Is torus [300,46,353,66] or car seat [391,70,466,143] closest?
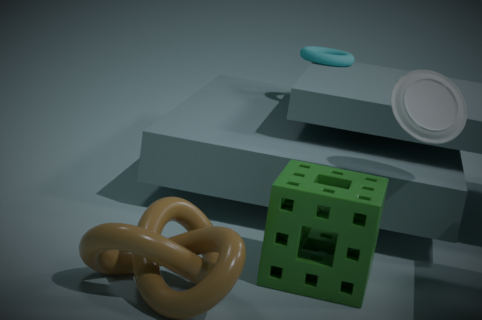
car seat [391,70,466,143]
